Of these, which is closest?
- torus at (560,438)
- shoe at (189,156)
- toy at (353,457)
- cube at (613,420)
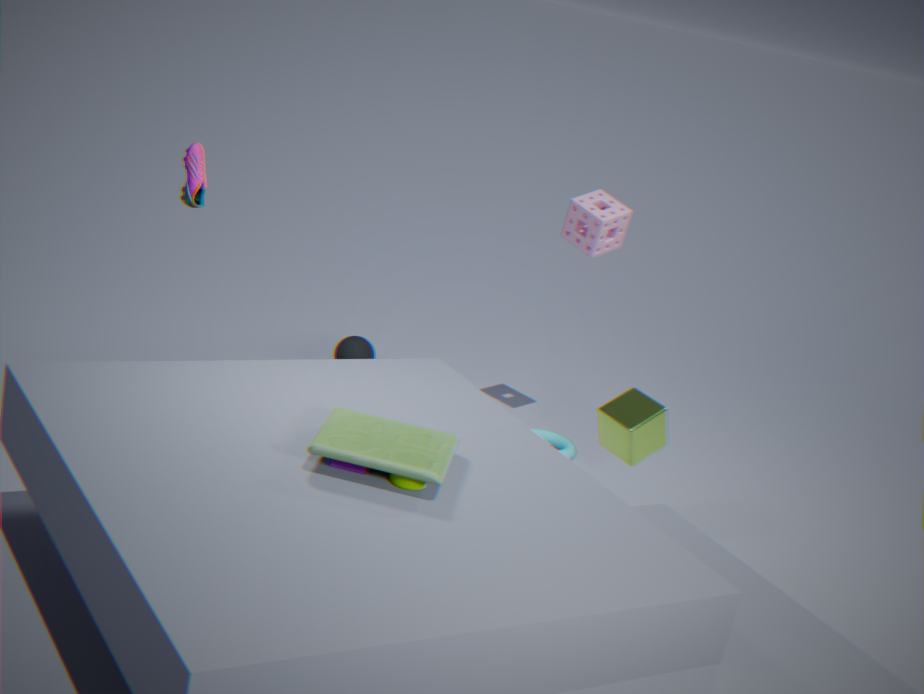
toy at (353,457)
